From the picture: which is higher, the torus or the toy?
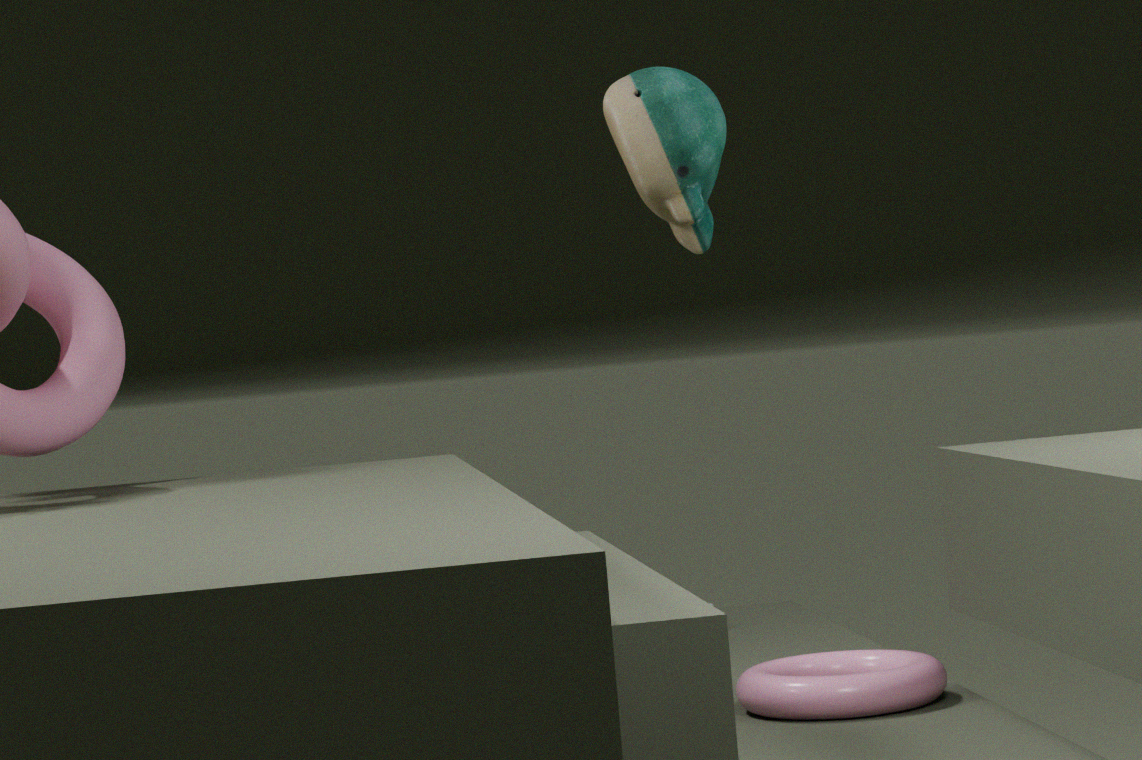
the toy
